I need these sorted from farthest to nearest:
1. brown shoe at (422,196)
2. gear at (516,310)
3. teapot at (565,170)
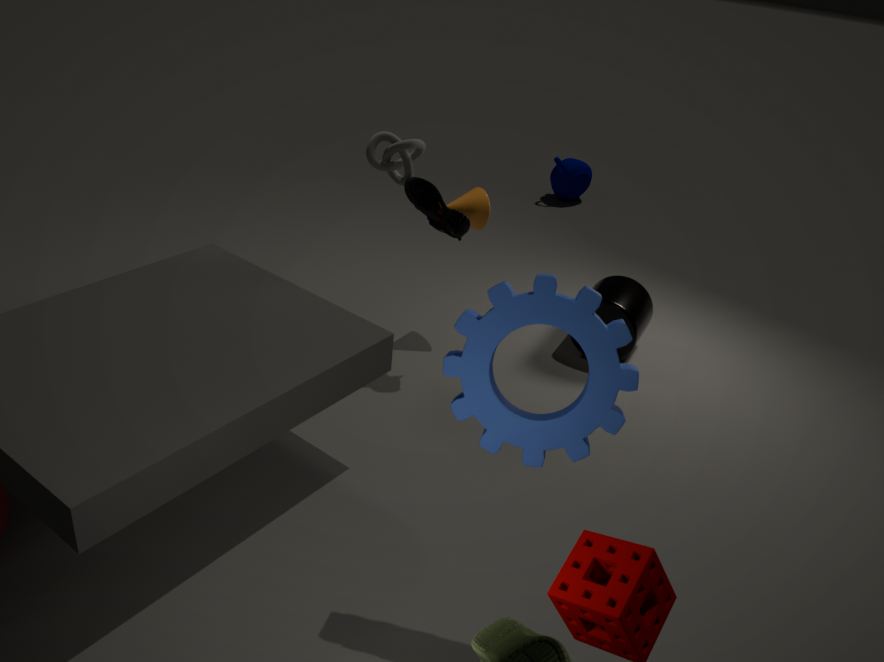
teapot at (565,170) → brown shoe at (422,196) → gear at (516,310)
